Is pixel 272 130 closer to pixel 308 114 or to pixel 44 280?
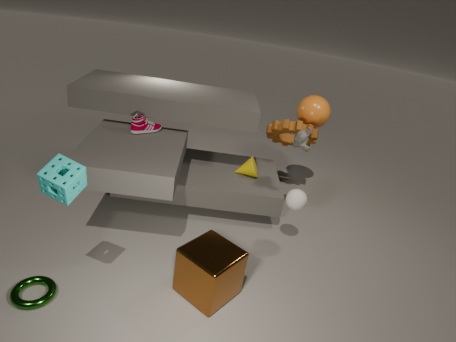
pixel 308 114
